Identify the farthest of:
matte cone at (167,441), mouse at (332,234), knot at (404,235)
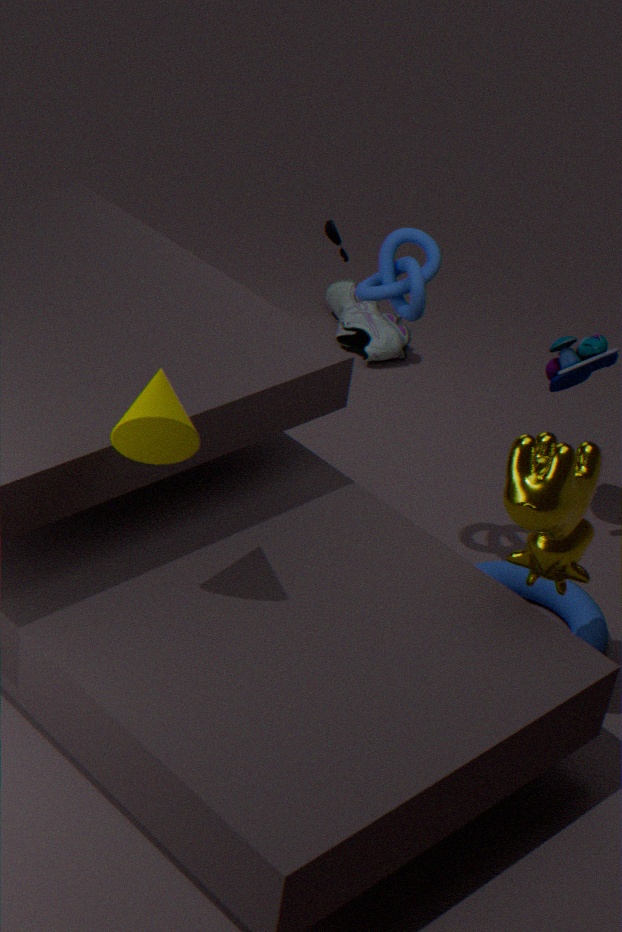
mouse at (332,234)
